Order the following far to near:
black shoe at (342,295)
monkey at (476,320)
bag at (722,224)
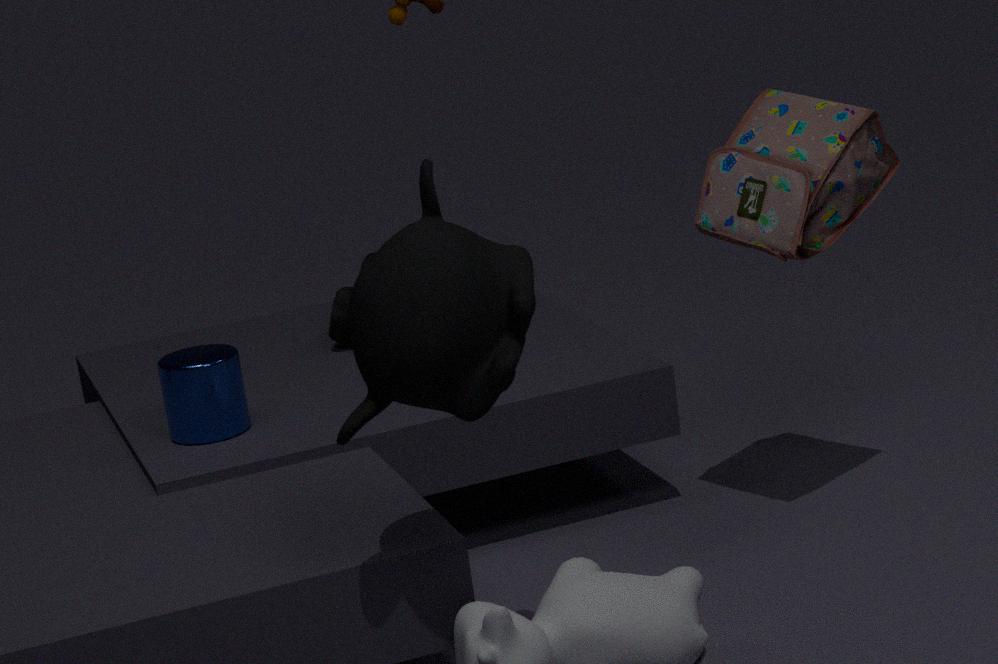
black shoe at (342,295)
bag at (722,224)
monkey at (476,320)
